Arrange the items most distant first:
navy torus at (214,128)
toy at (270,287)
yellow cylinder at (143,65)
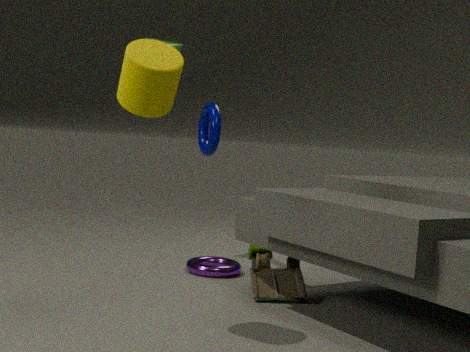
navy torus at (214,128) < toy at (270,287) < yellow cylinder at (143,65)
